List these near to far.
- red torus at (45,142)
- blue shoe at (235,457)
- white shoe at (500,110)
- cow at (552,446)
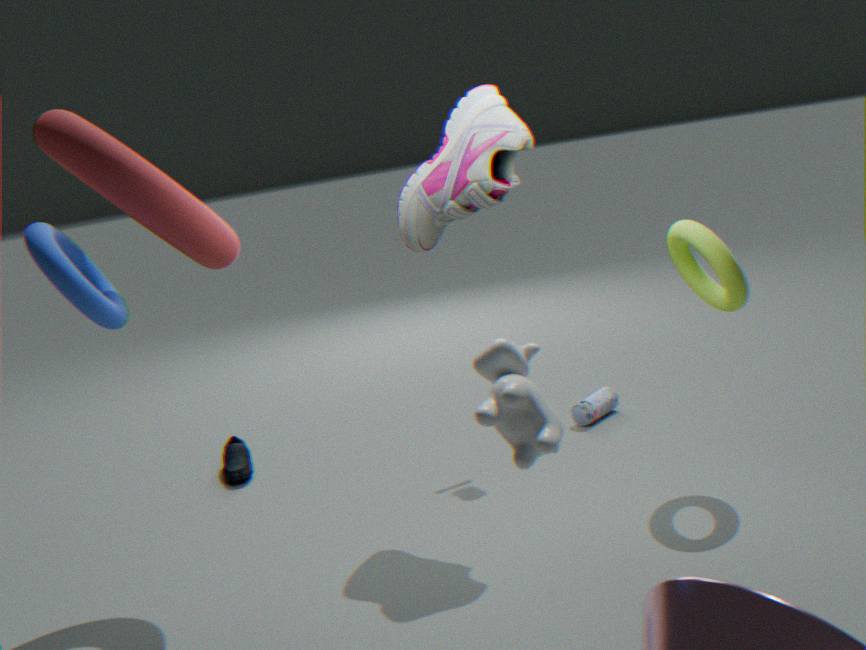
1. cow at (552,446)
2. red torus at (45,142)
3. white shoe at (500,110)
4. blue shoe at (235,457)
